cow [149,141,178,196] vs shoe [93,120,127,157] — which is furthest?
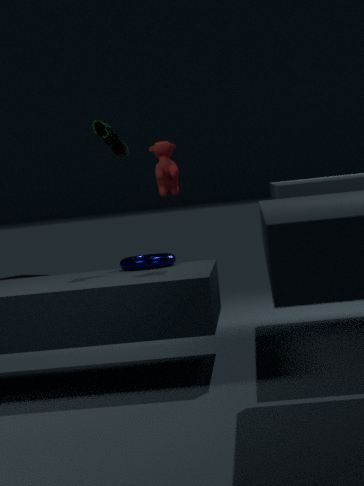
shoe [93,120,127,157]
